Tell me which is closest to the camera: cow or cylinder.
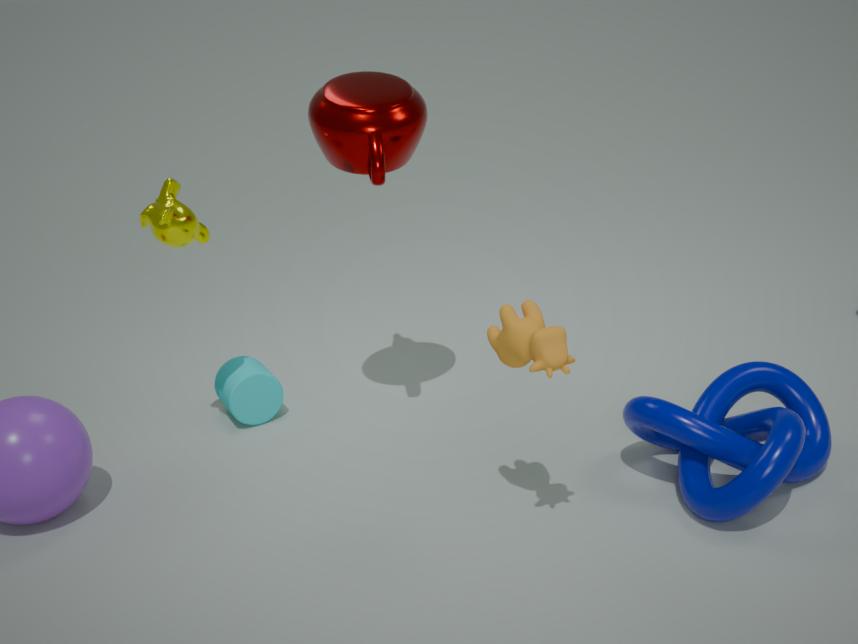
cow
